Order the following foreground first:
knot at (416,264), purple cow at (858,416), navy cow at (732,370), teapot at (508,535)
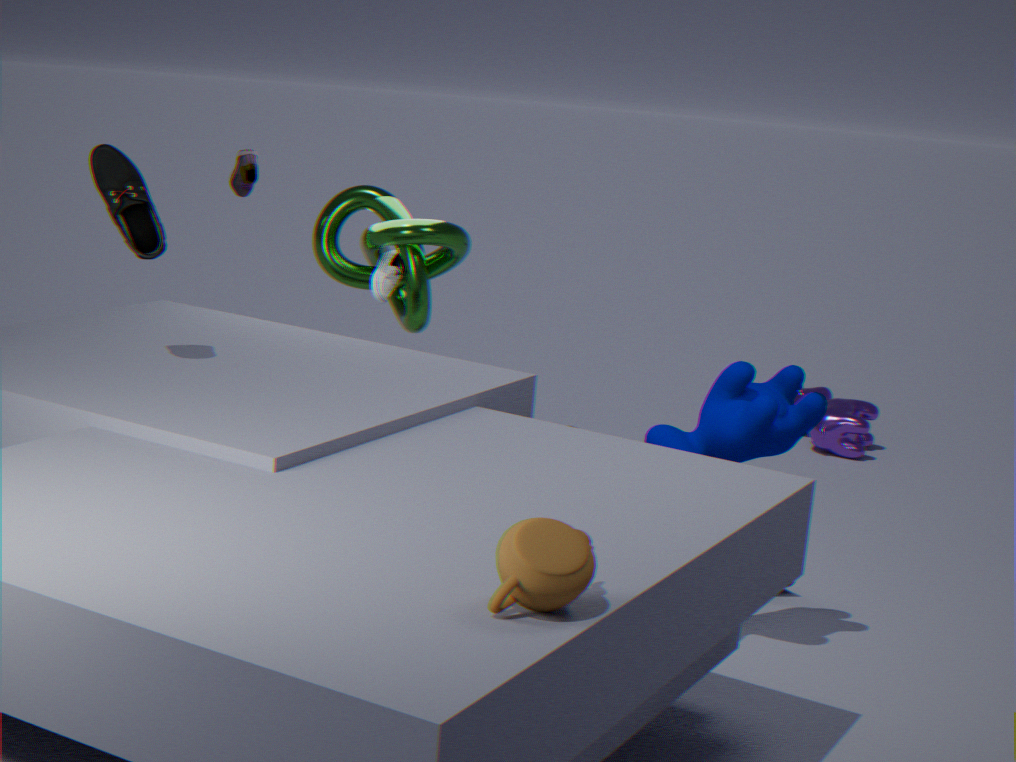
teapot at (508,535) < navy cow at (732,370) < knot at (416,264) < purple cow at (858,416)
